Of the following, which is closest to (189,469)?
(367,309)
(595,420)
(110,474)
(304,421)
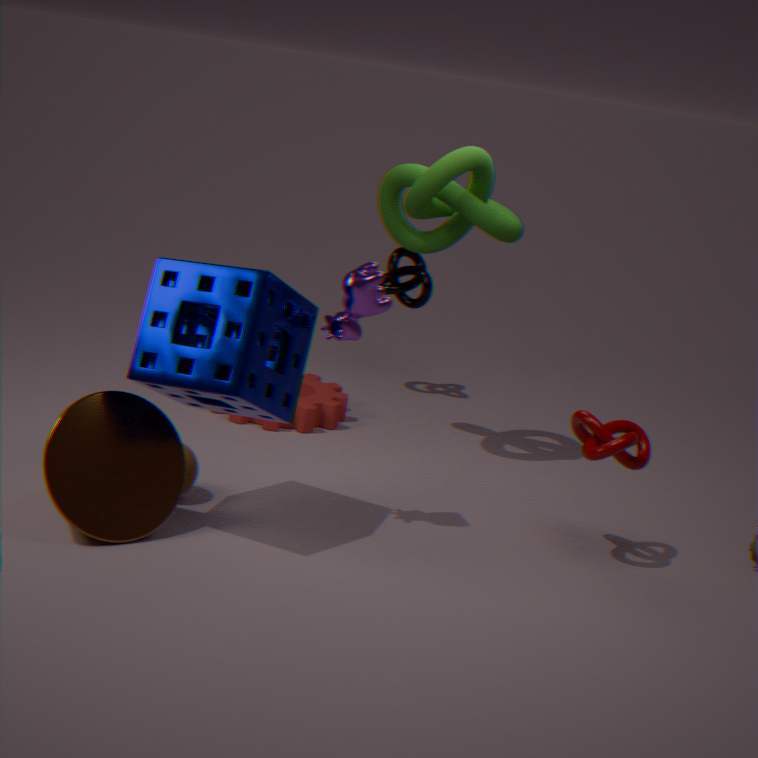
(110,474)
